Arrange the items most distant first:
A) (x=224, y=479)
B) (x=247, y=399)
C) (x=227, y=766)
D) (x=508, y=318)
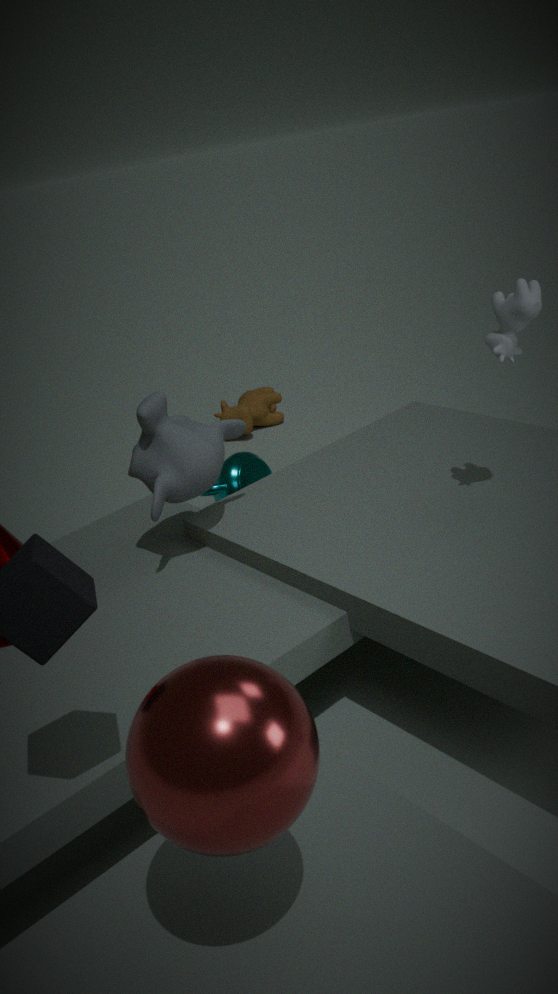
(x=247, y=399) < (x=224, y=479) < (x=508, y=318) < (x=227, y=766)
